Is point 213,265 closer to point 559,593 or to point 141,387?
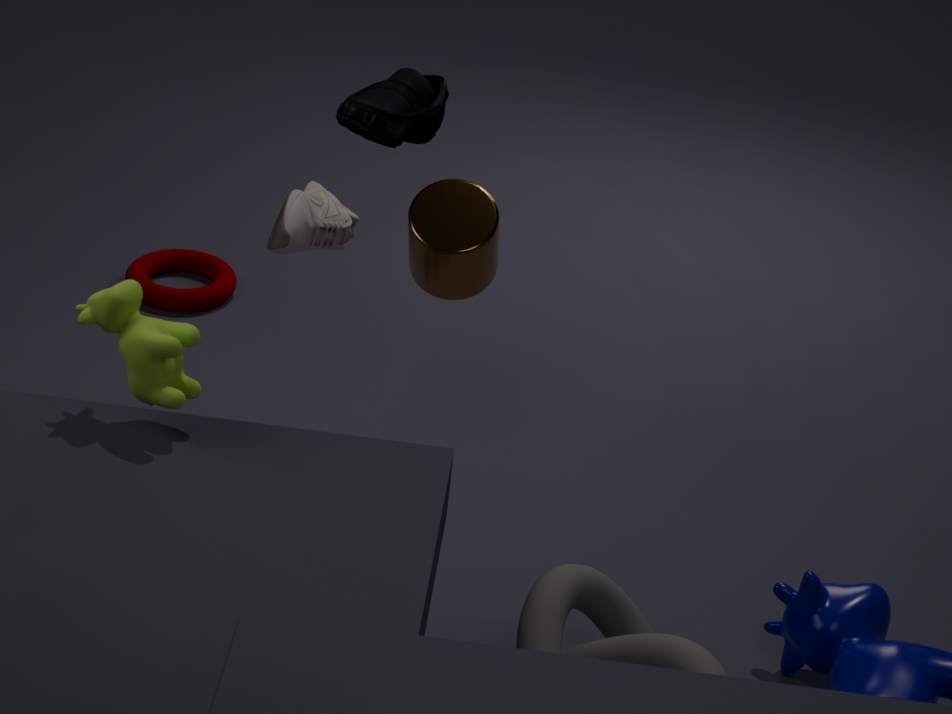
point 141,387
